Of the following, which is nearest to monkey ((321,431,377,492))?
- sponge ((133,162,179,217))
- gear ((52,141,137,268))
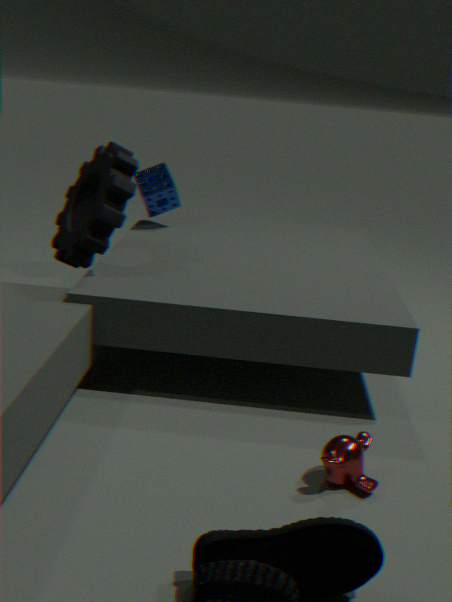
gear ((52,141,137,268))
